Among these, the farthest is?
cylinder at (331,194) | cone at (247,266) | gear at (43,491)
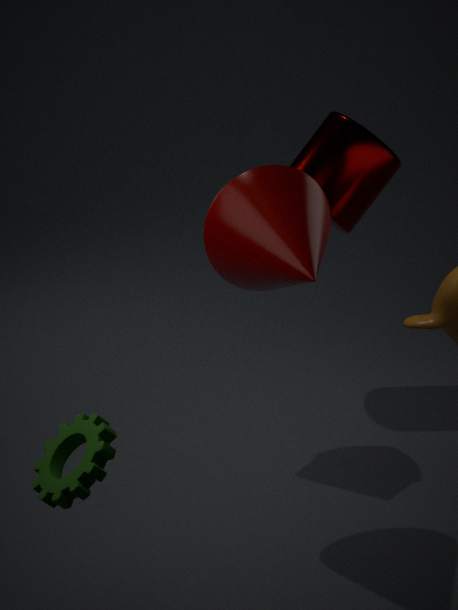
cylinder at (331,194)
